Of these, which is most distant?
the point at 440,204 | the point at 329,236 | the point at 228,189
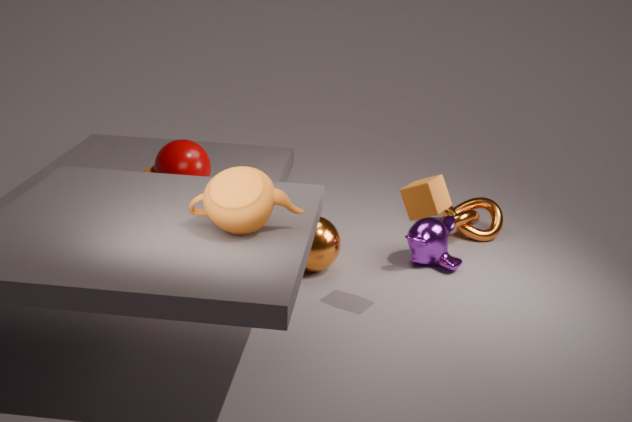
the point at 329,236
